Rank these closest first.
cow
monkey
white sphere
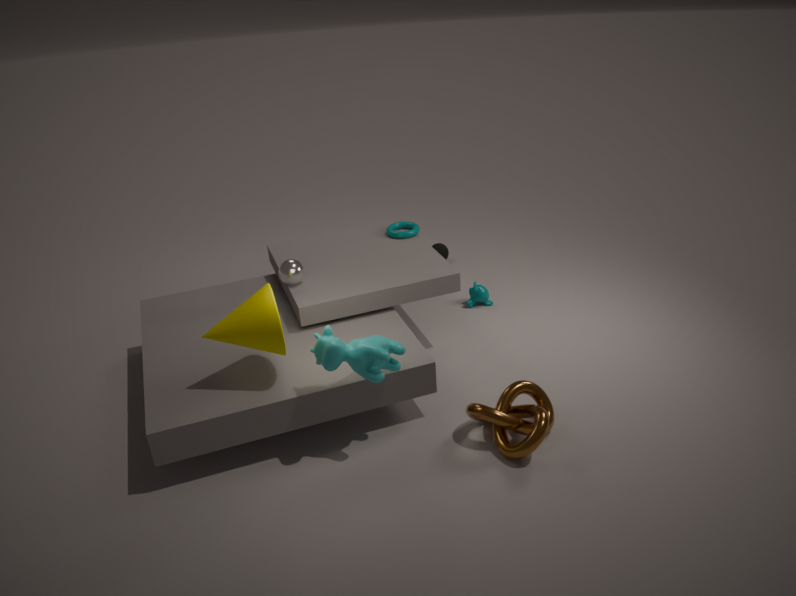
cow, white sphere, monkey
